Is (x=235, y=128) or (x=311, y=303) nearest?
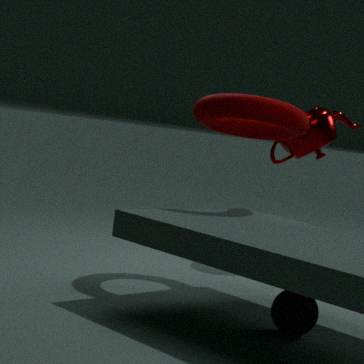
(x=311, y=303)
